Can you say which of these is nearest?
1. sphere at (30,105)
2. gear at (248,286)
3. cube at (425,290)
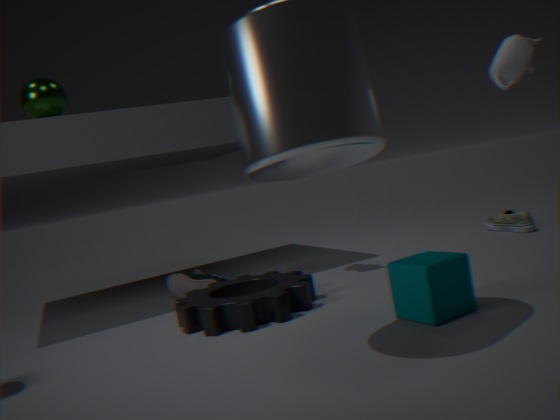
cube at (425,290)
